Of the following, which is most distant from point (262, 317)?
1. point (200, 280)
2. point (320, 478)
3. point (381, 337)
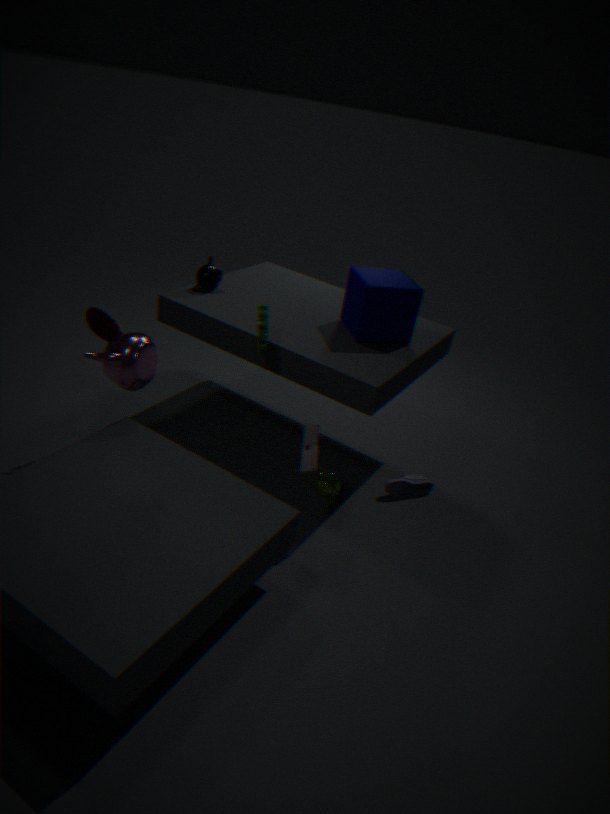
point (320, 478)
